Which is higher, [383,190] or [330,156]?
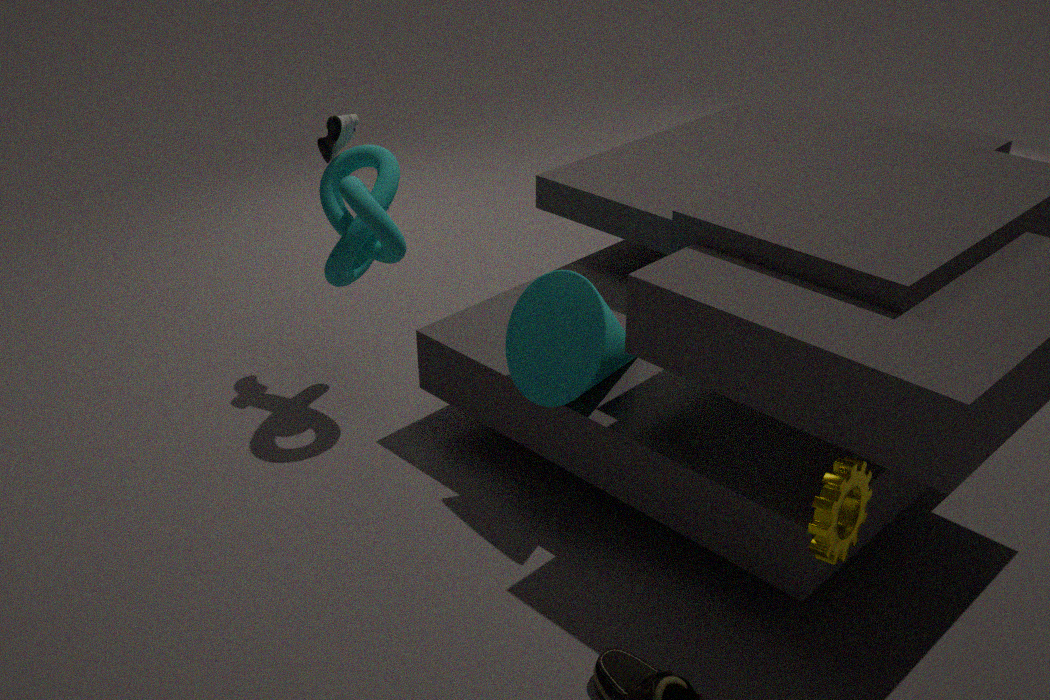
[330,156]
